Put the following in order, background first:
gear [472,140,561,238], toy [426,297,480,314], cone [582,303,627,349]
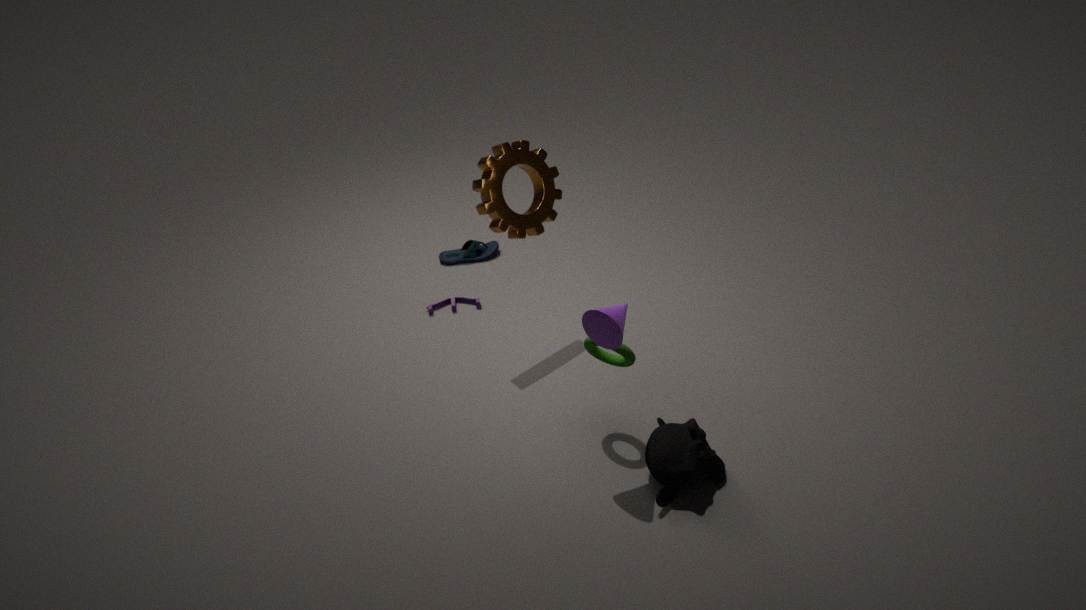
toy [426,297,480,314], gear [472,140,561,238], cone [582,303,627,349]
